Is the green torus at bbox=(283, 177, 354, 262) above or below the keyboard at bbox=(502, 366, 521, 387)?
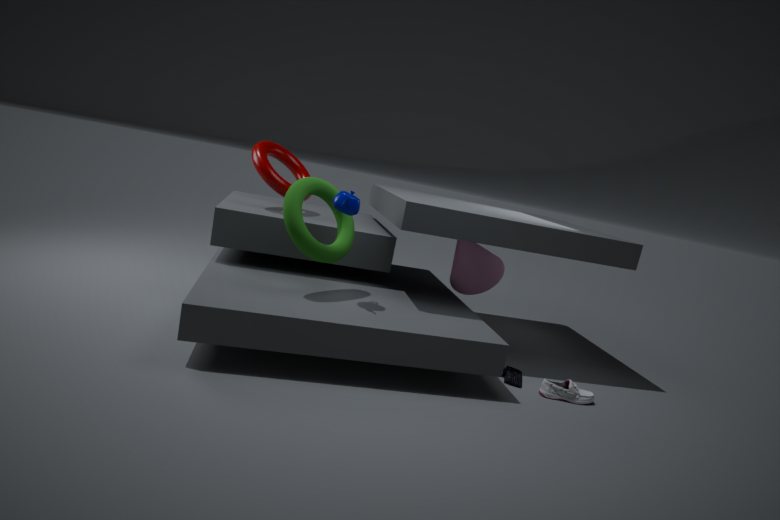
above
